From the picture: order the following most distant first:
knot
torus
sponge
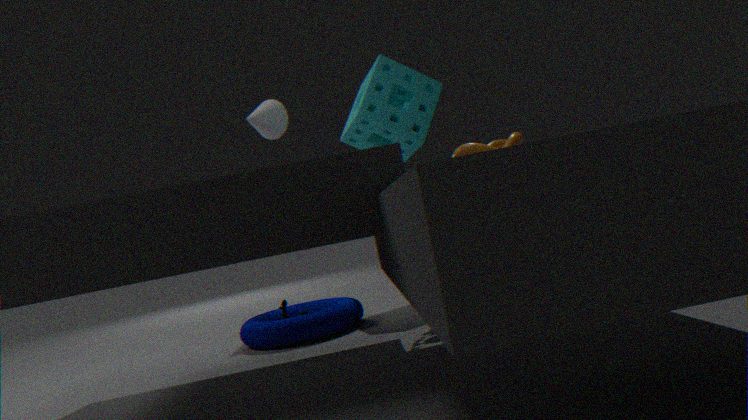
1. sponge
2. torus
3. knot
